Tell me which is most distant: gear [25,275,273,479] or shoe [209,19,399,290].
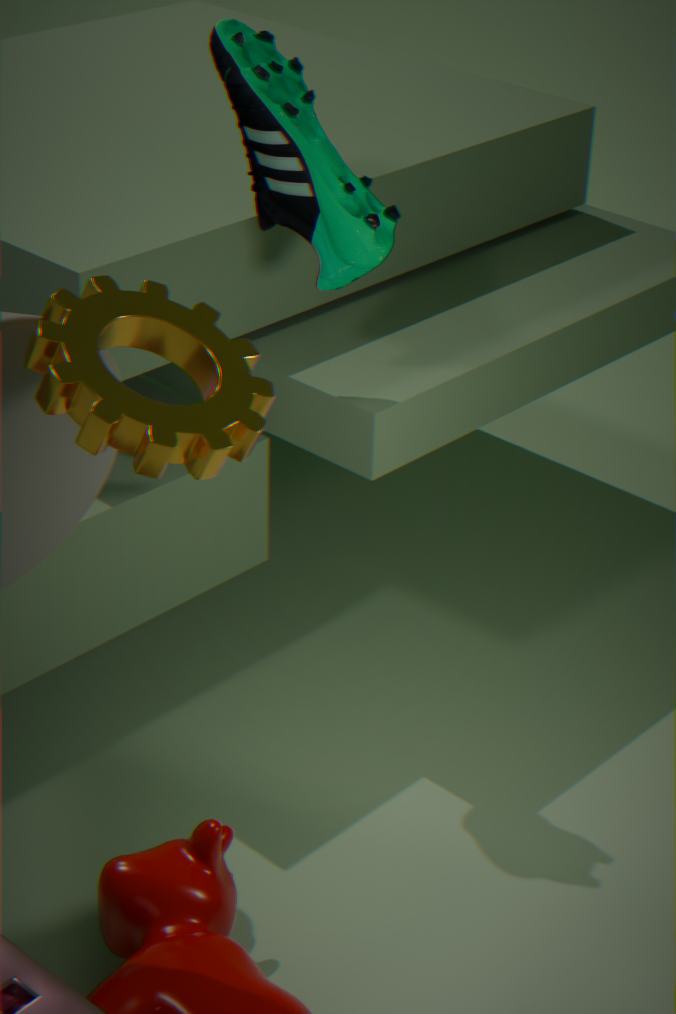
shoe [209,19,399,290]
